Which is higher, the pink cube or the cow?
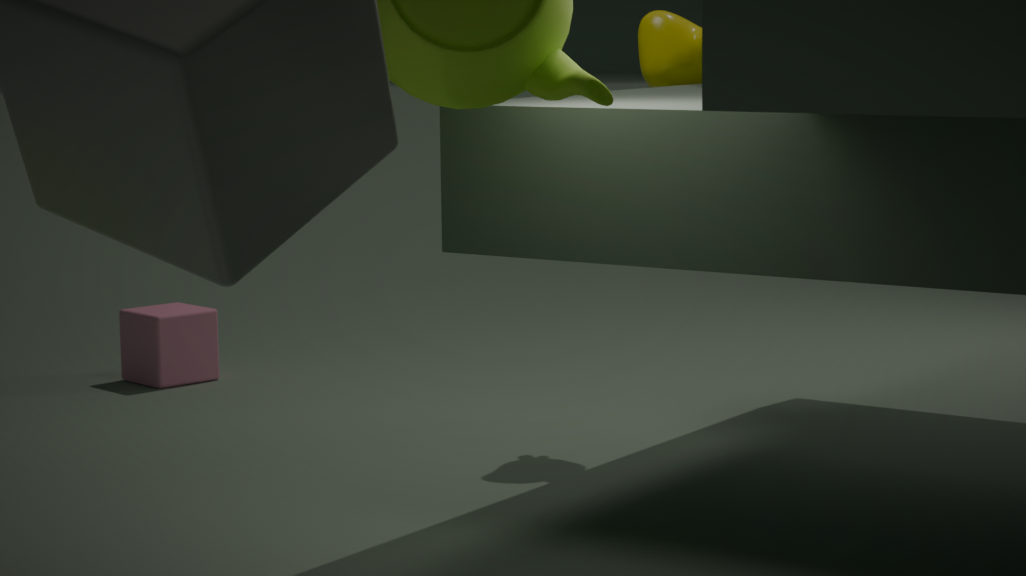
the cow
